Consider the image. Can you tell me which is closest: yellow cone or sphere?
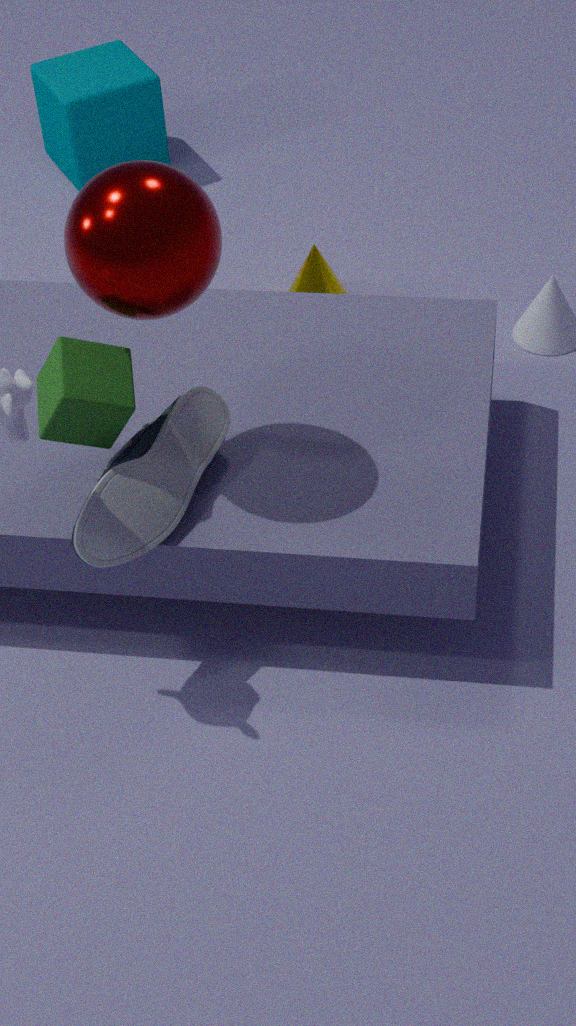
sphere
